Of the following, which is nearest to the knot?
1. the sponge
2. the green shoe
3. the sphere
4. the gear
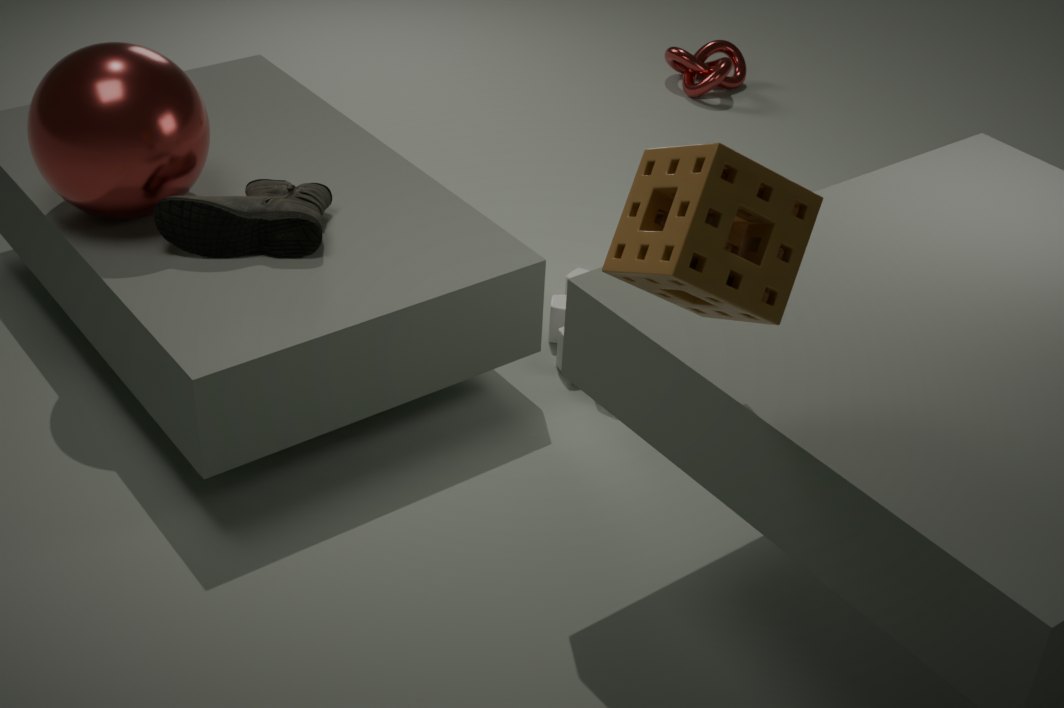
the gear
